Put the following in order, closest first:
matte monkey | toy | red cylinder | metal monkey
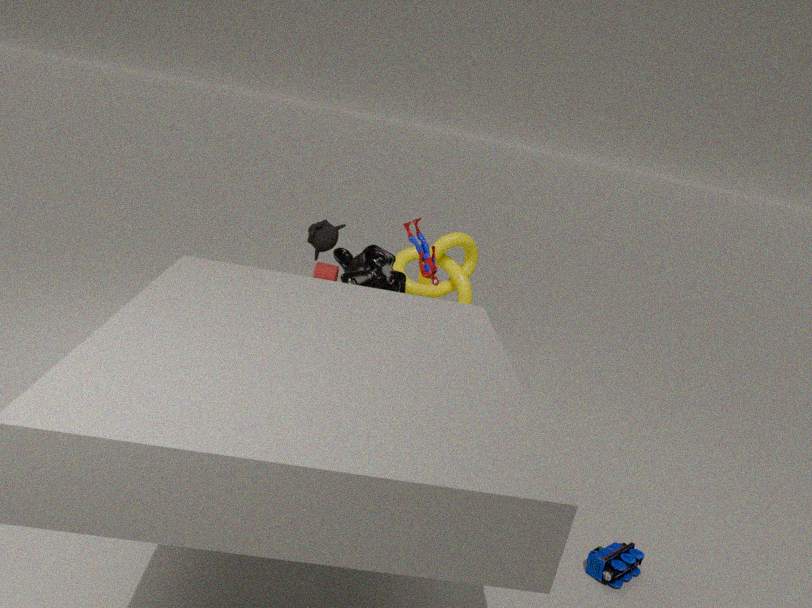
toy < metal monkey < matte monkey < red cylinder
